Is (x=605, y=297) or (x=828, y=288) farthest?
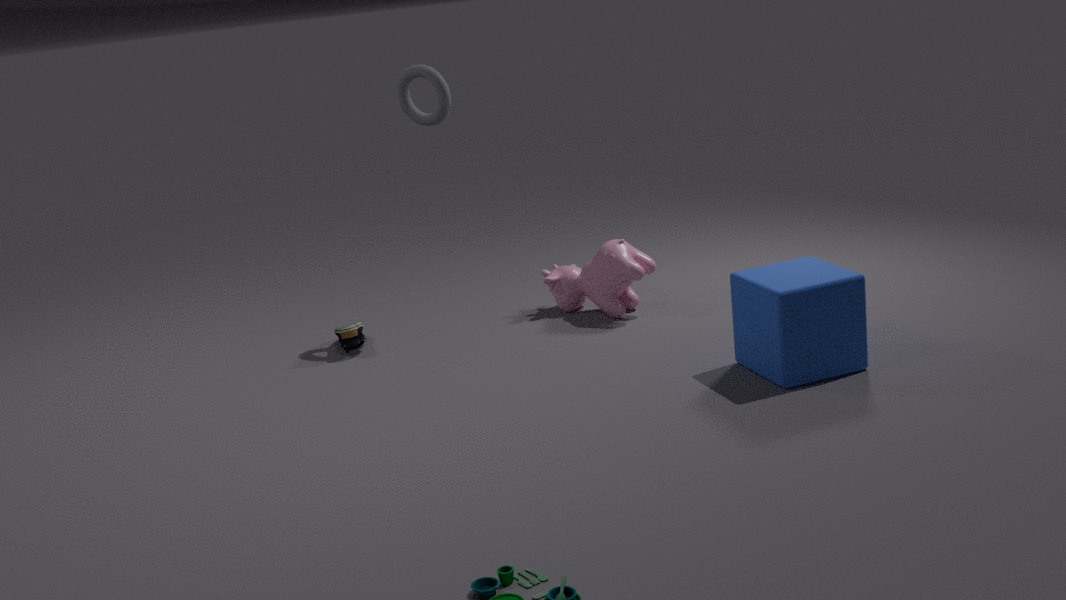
(x=605, y=297)
